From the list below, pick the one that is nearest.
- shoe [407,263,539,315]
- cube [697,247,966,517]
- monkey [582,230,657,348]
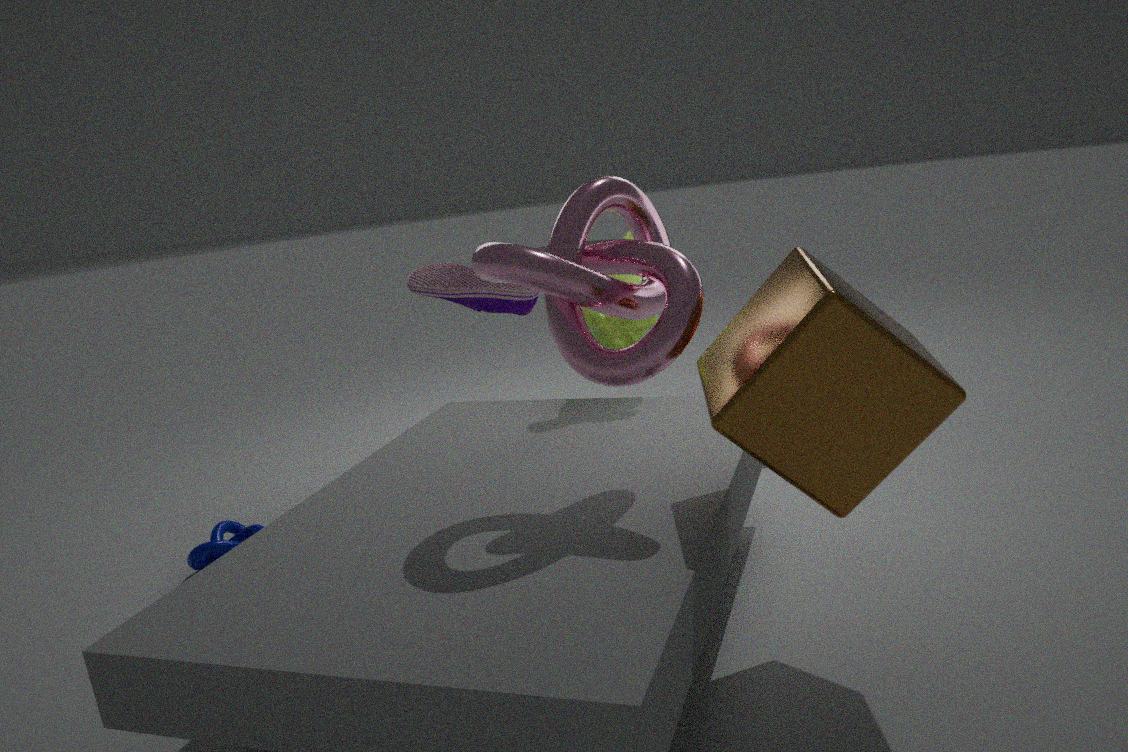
cube [697,247,966,517]
